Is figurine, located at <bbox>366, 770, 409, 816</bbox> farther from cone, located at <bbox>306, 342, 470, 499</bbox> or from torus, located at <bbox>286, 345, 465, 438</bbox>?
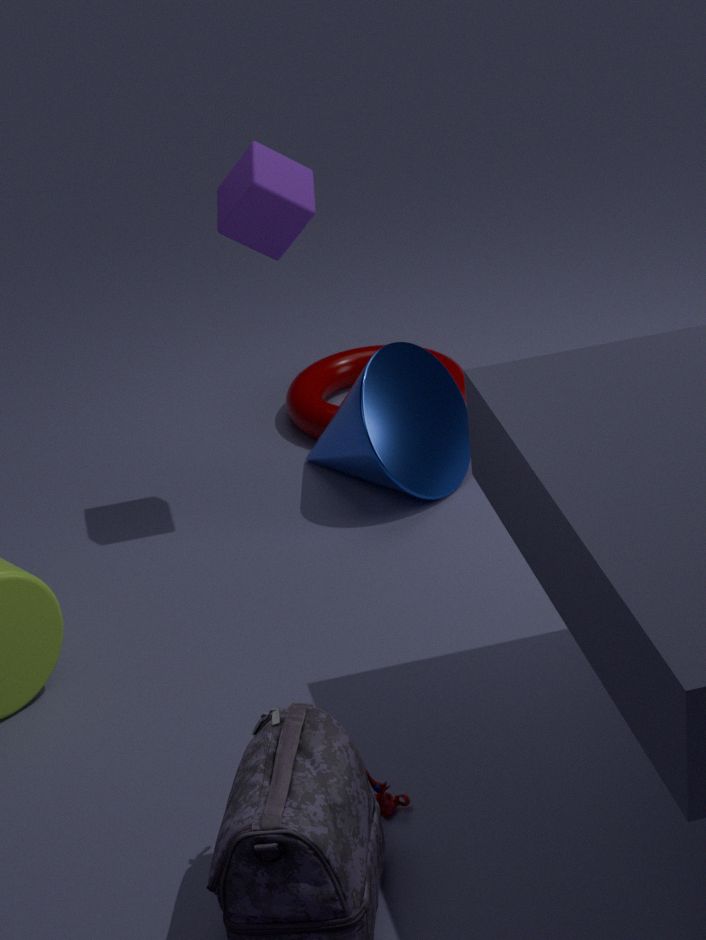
torus, located at <bbox>286, 345, 465, 438</bbox>
